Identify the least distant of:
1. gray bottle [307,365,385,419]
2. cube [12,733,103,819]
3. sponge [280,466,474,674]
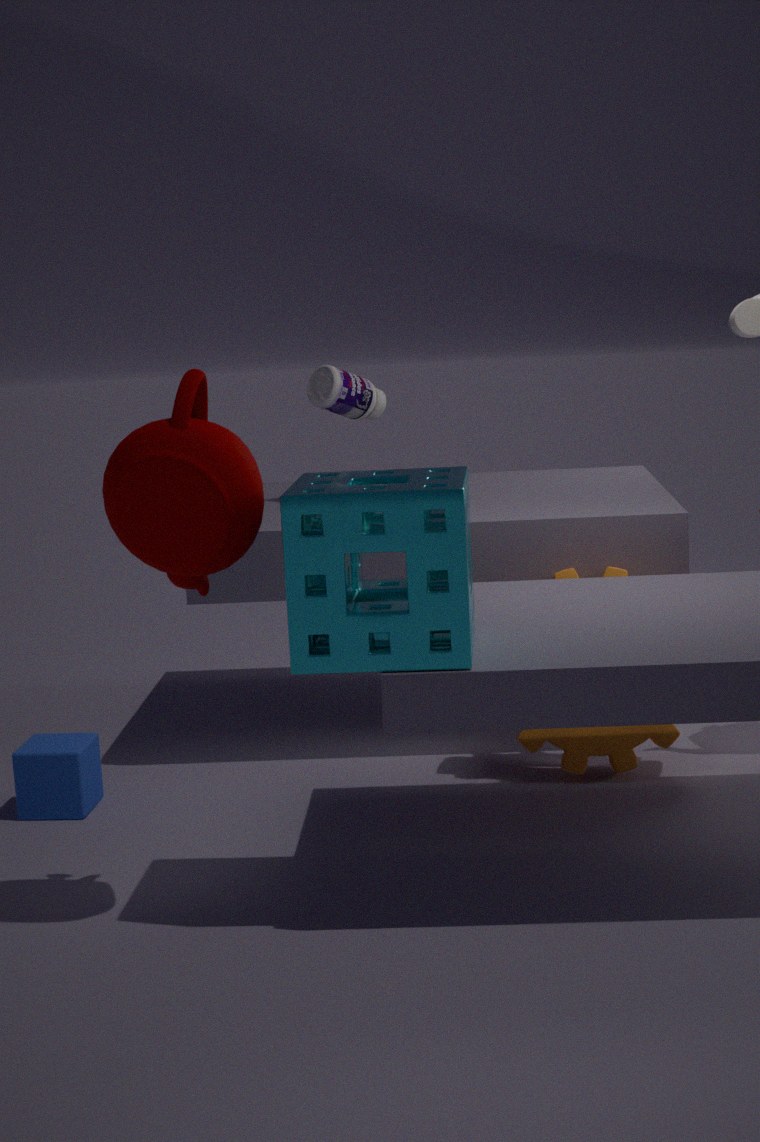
sponge [280,466,474,674]
